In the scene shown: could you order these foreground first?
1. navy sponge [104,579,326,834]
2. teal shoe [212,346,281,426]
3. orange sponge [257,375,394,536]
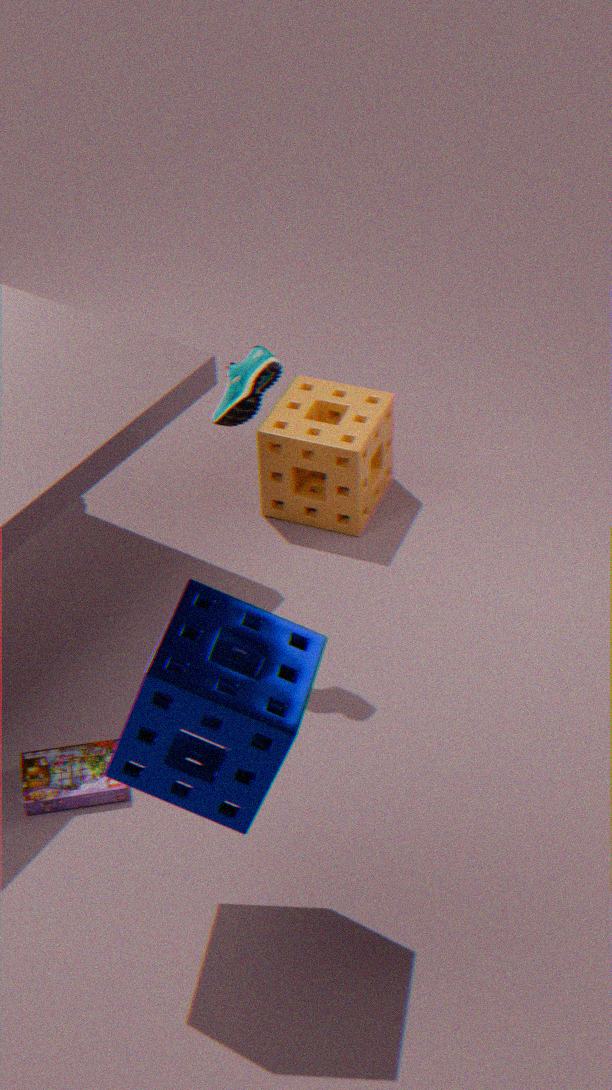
navy sponge [104,579,326,834], teal shoe [212,346,281,426], orange sponge [257,375,394,536]
